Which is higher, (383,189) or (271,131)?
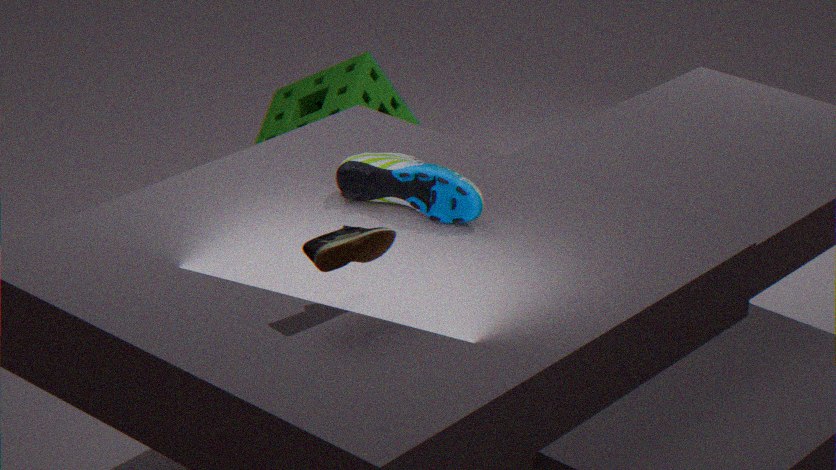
(383,189)
